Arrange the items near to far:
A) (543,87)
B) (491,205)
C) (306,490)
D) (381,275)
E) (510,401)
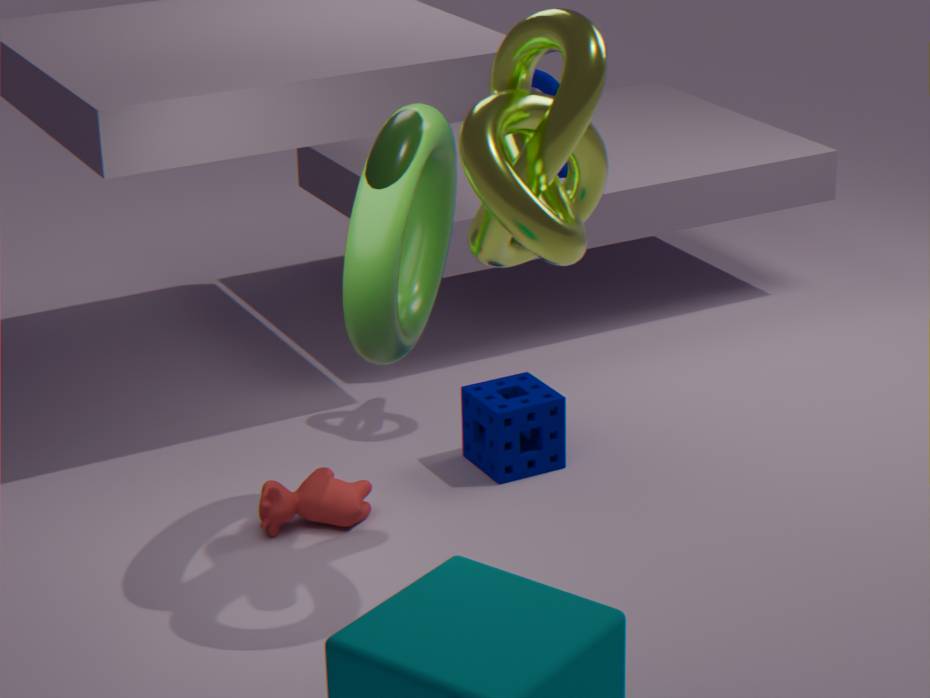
1. (491,205)
2. (381,275)
3. (306,490)
4. (510,401)
5. (543,87)
